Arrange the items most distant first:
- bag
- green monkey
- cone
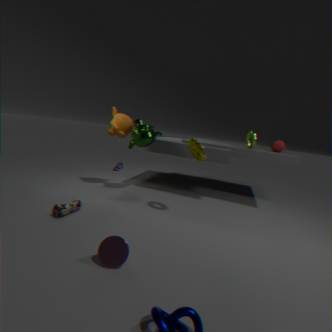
green monkey → bag → cone
